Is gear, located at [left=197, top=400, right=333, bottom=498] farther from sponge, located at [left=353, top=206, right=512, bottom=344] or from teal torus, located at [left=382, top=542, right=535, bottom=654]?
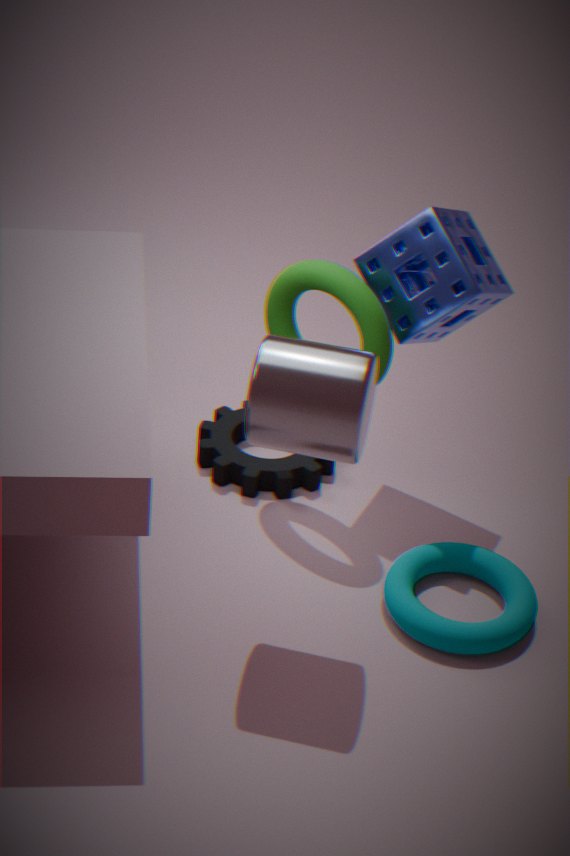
sponge, located at [left=353, top=206, right=512, bottom=344]
